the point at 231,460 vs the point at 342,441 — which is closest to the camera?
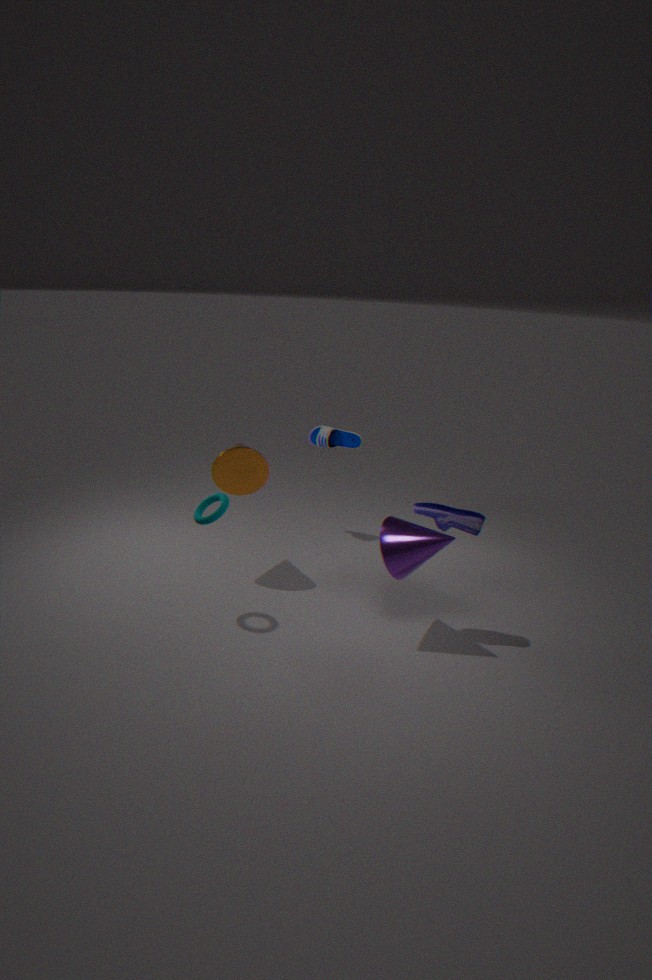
the point at 231,460
